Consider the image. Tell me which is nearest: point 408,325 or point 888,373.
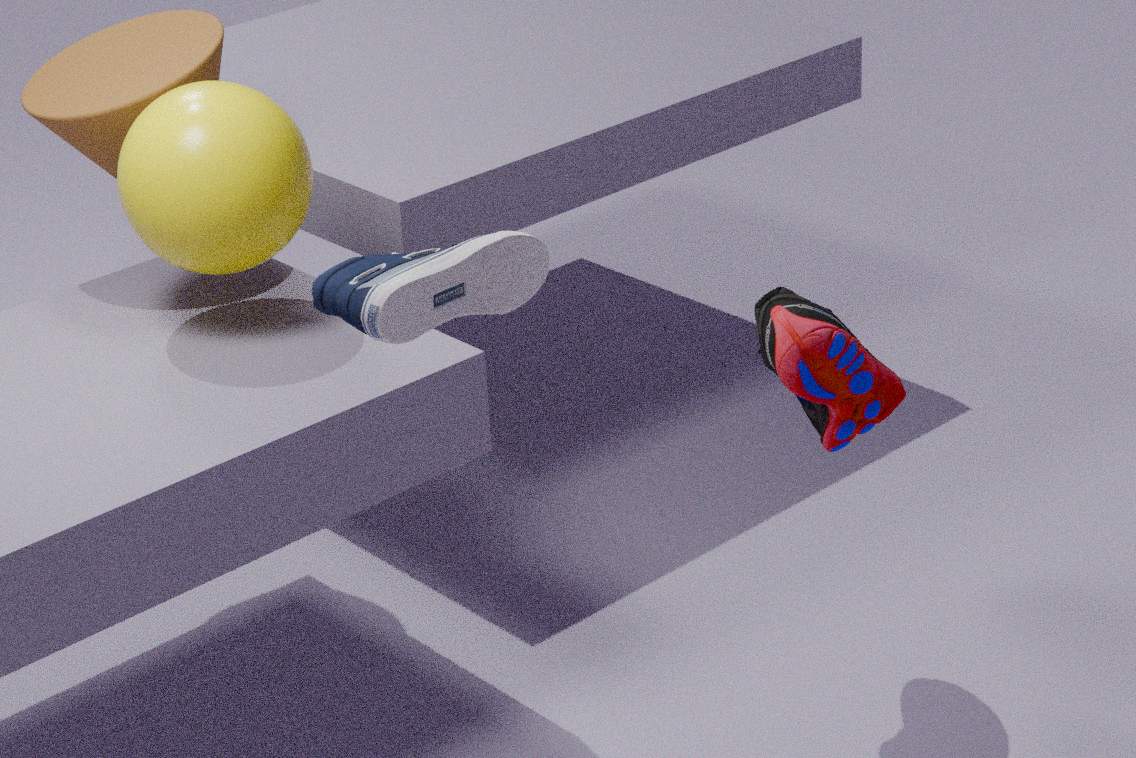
point 408,325
